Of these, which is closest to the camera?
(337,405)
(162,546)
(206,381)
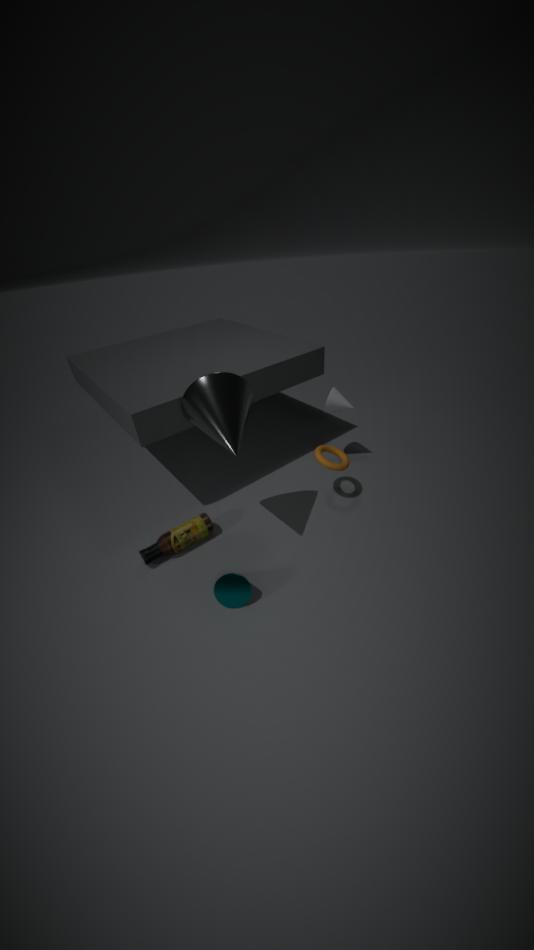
(206,381)
